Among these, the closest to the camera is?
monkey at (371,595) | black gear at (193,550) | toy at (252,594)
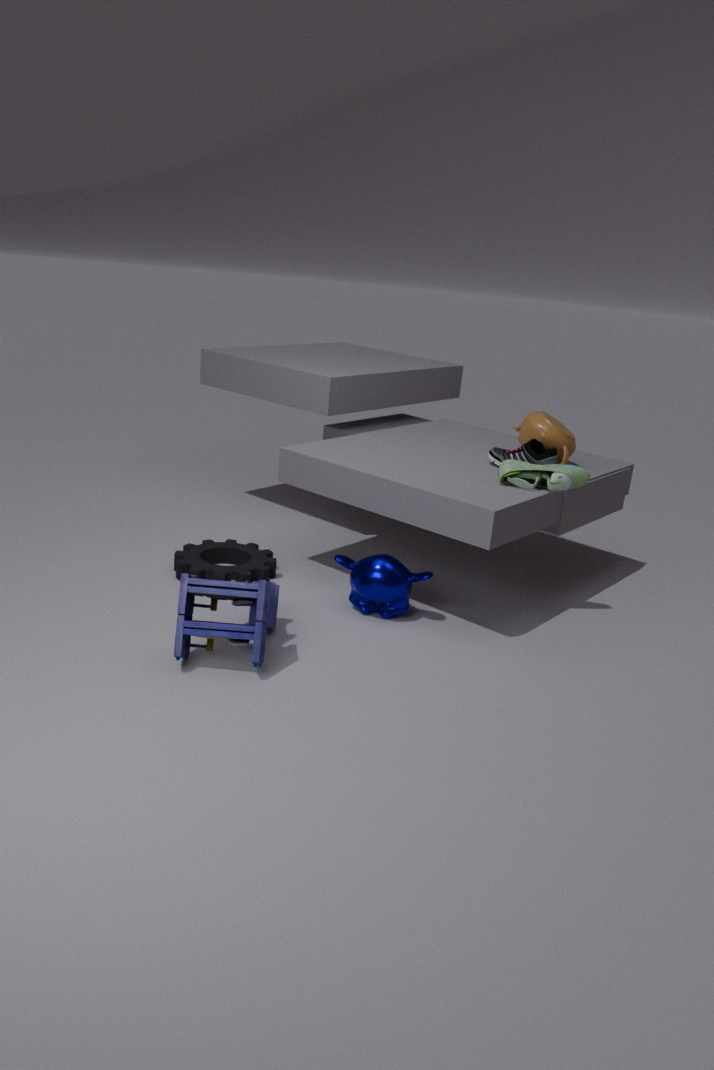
toy at (252,594)
